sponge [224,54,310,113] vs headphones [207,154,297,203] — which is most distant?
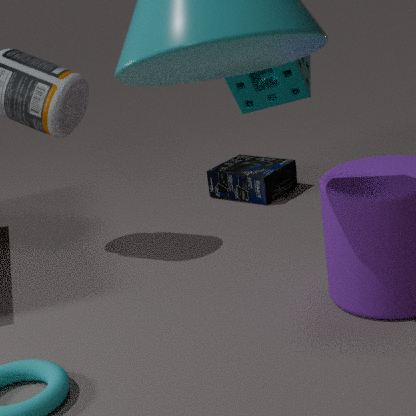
headphones [207,154,297,203]
